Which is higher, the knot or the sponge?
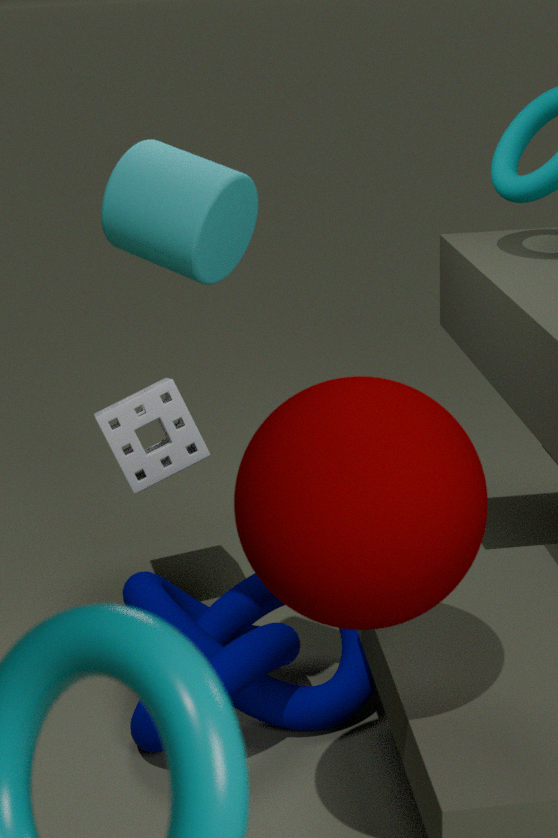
the sponge
